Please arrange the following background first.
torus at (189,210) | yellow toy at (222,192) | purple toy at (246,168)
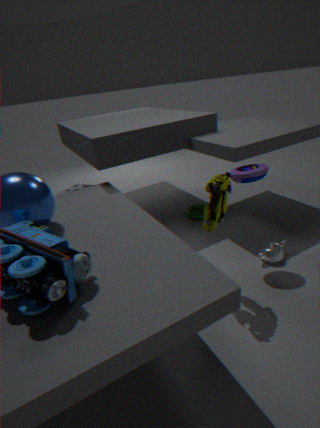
torus at (189,210) → purple toy at (246,168) → yellow toy at (222,192)
